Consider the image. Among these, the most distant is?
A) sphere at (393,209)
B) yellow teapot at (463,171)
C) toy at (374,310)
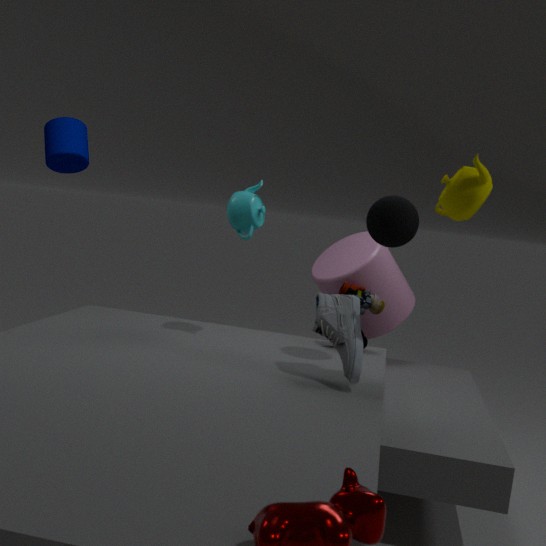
toy at (374,310)
